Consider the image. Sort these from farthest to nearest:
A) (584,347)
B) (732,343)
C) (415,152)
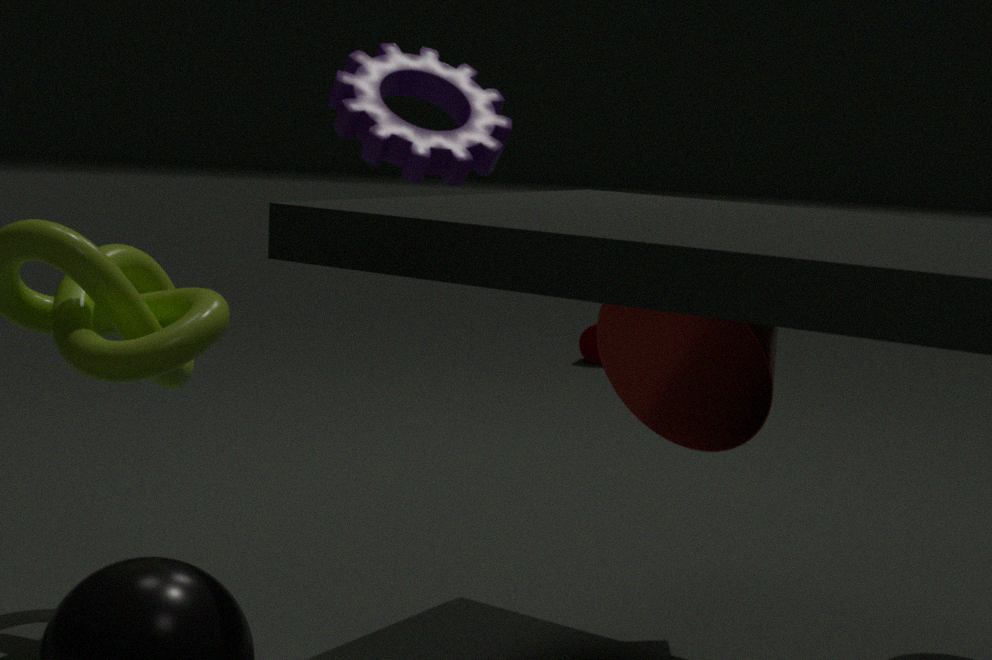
(584,347) < (732,343) < (415,152)
